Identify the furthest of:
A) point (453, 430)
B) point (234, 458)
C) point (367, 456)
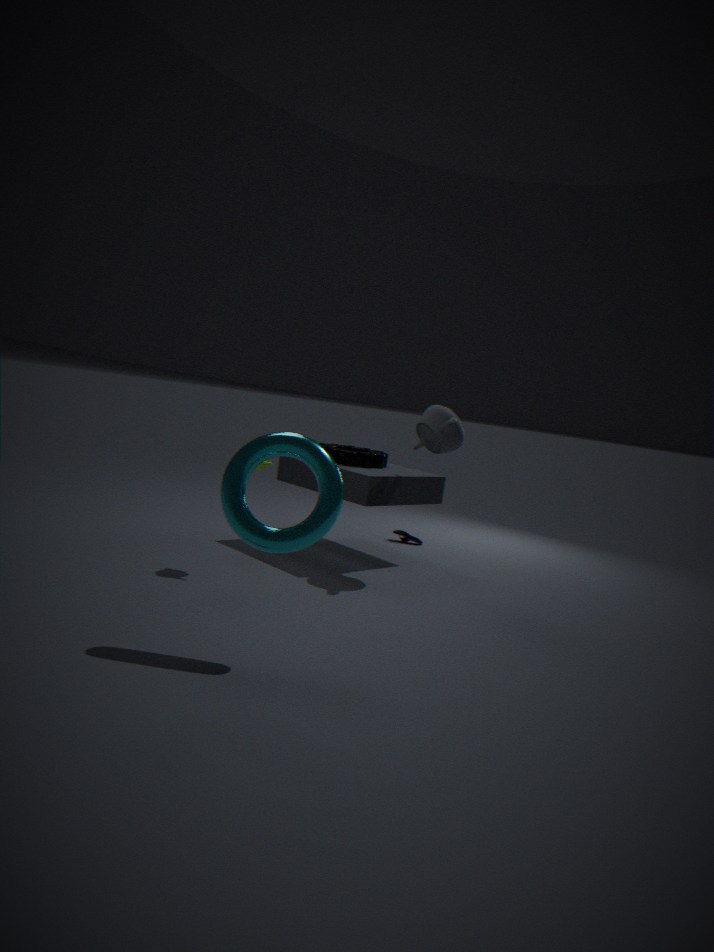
point (367, 456)
